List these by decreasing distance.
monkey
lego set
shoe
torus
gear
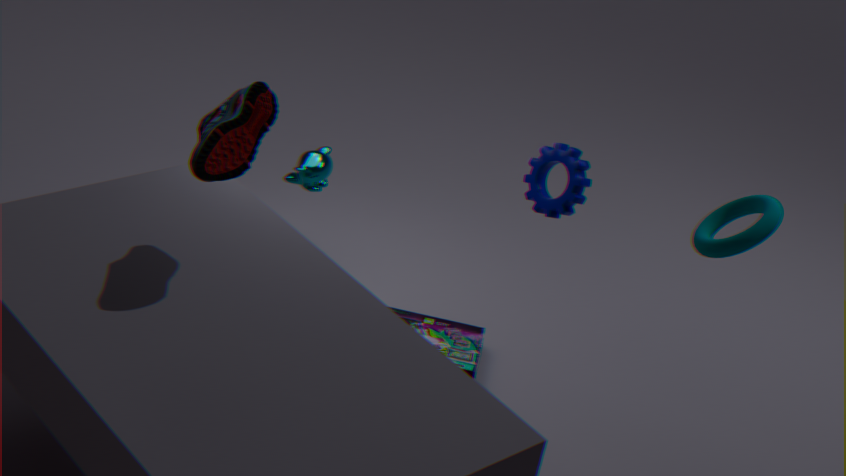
monkey, lego set, gear, shoe, torus
